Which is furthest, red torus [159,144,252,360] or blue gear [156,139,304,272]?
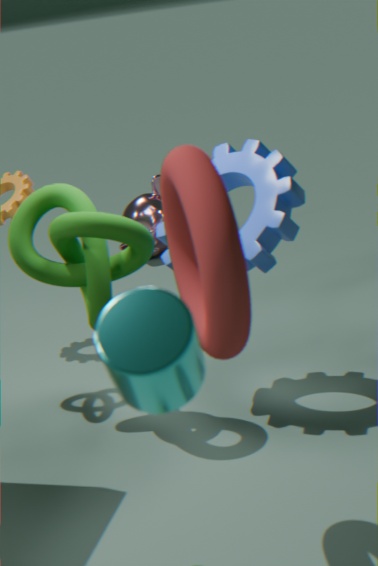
blue gear [156,139,304,272]
